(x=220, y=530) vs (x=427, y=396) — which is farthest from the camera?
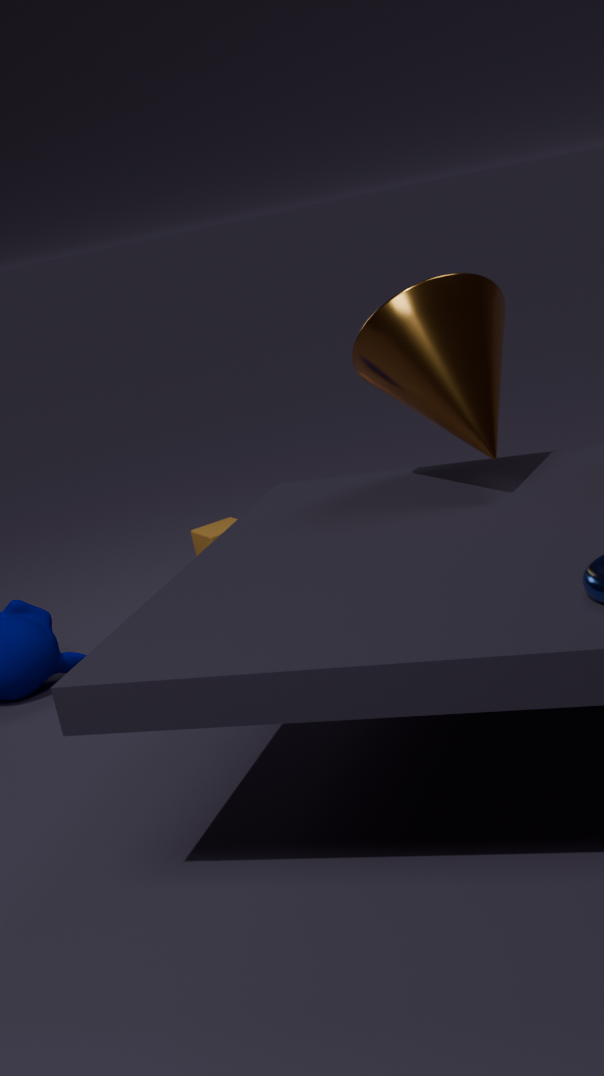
(x=220, y=530)
